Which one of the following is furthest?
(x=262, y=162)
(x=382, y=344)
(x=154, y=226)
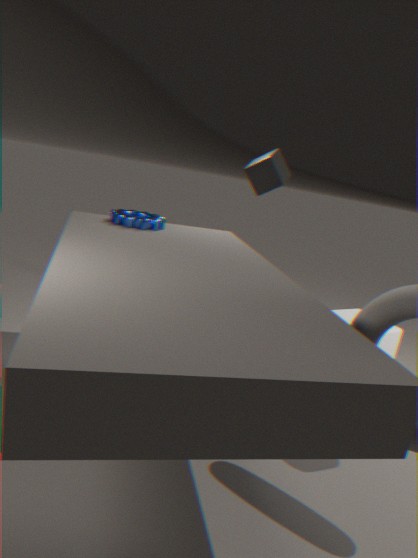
(x=382, y=344)
